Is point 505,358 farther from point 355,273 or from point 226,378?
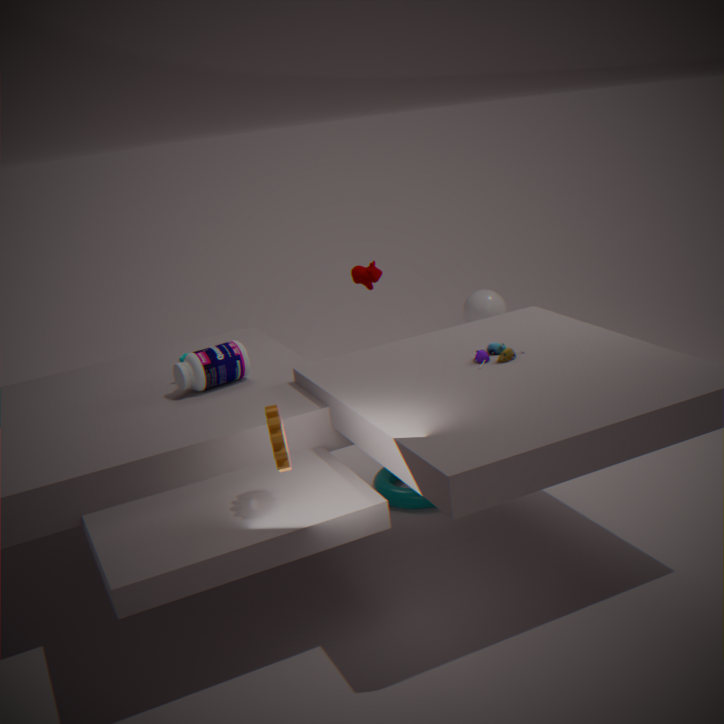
point 226,378
